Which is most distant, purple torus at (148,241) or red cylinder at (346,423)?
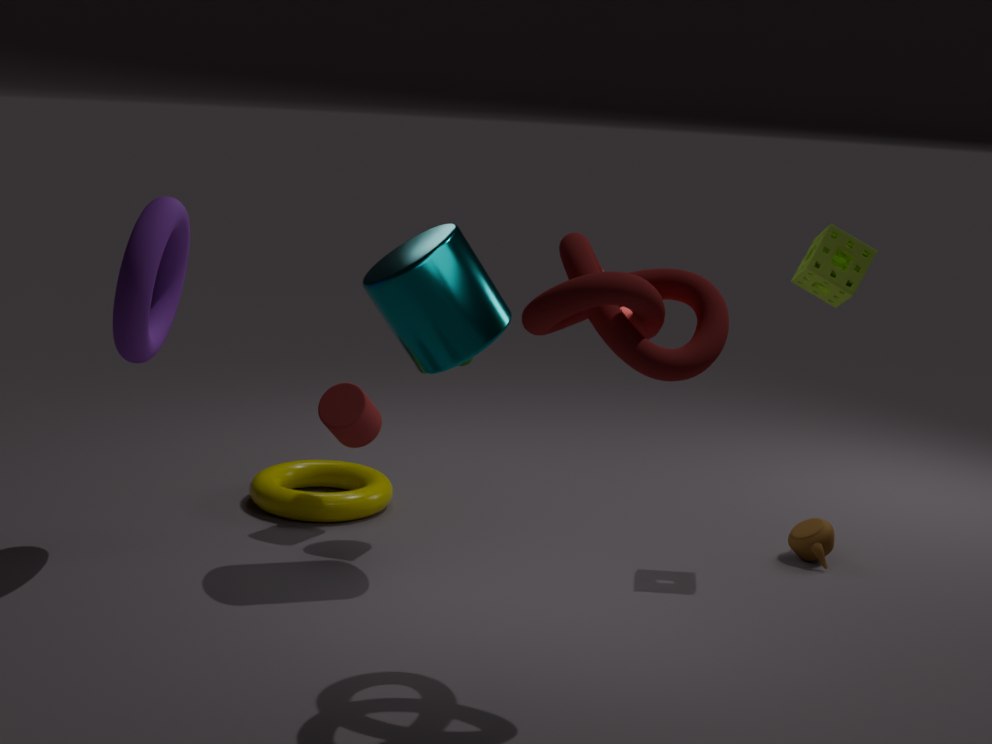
red cylinder at (346,423)
